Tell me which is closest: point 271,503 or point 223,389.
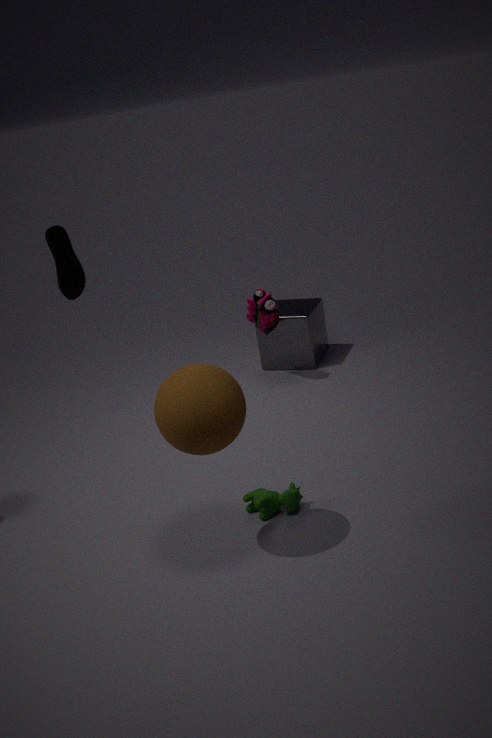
point 223,389
